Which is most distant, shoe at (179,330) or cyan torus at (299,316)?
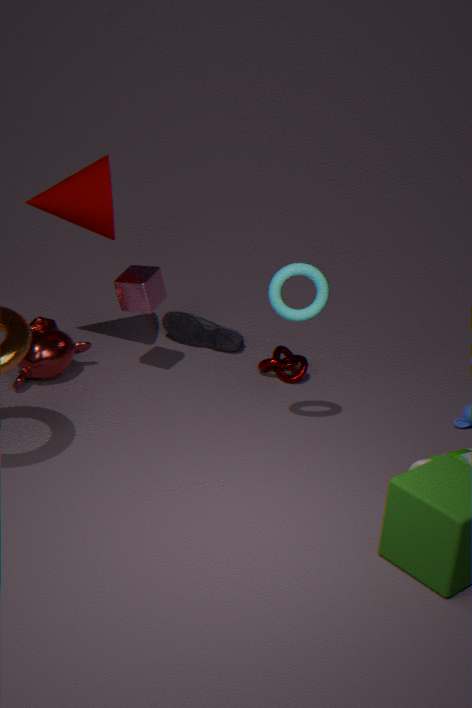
shoe at (179,330)
